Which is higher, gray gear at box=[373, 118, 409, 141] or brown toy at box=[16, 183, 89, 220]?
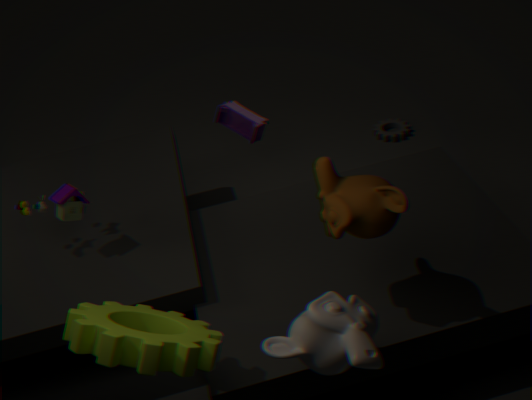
brown toy at box=[16, 183, 89, 220]
